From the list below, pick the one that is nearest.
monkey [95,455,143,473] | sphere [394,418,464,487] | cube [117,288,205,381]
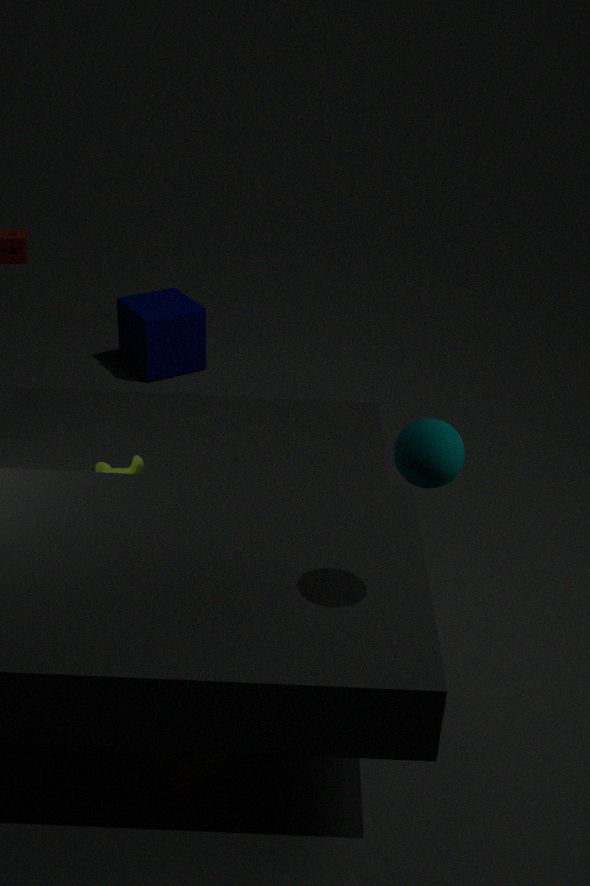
sphere [394,418,464,487]
